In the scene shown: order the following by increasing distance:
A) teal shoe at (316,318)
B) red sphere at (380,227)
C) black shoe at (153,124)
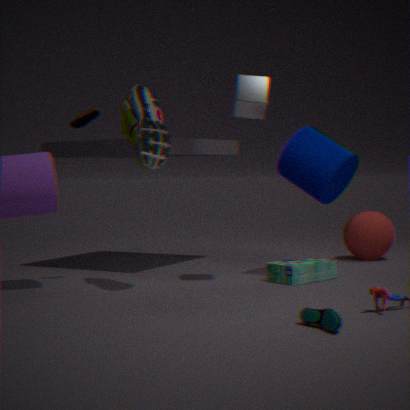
teal shoe at (316,318), black shoe at (153,124), red sphere at (380,227)
